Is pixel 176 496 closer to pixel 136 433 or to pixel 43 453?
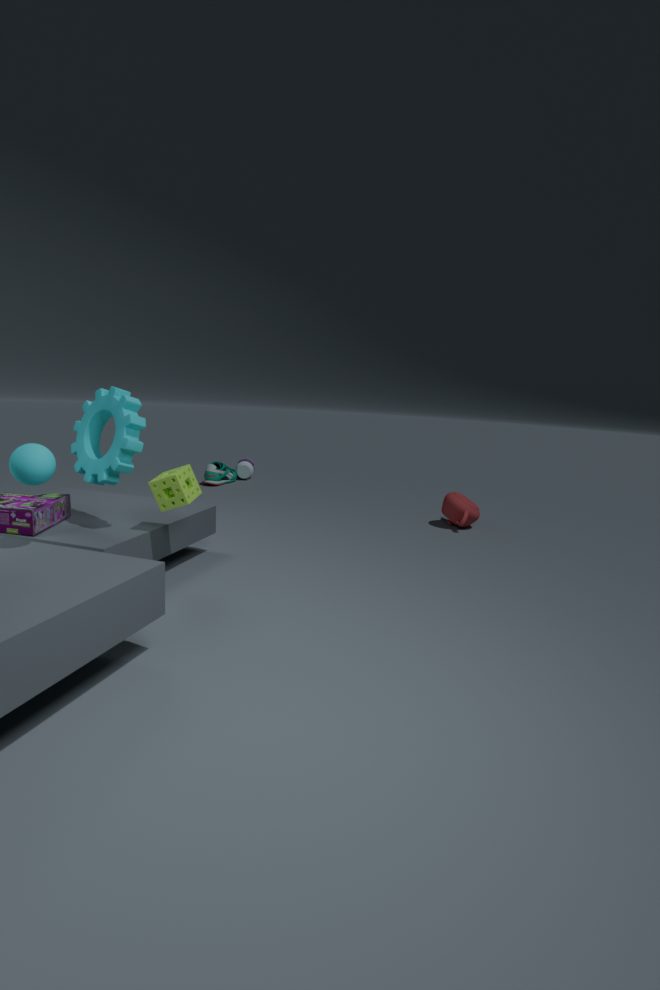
pixel 136 433
